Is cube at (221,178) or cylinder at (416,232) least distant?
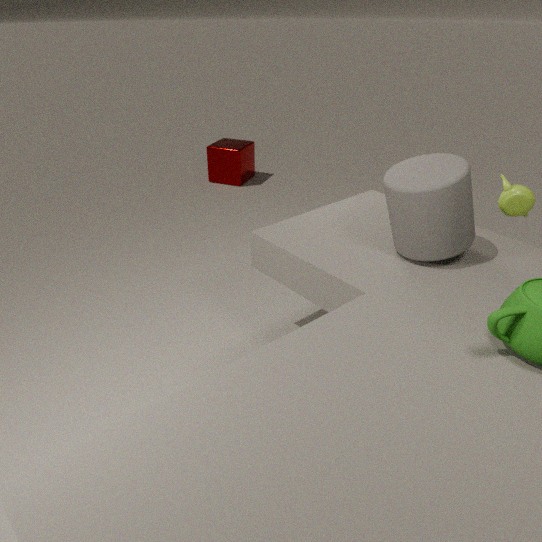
cylinder at (416,232)
